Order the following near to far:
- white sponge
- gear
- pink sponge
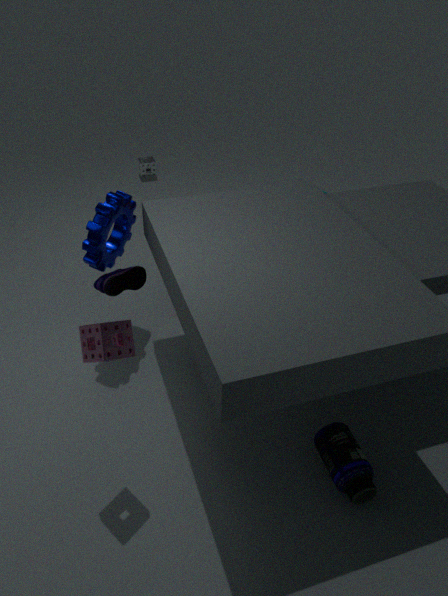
pink sponge < gear < white sponge
